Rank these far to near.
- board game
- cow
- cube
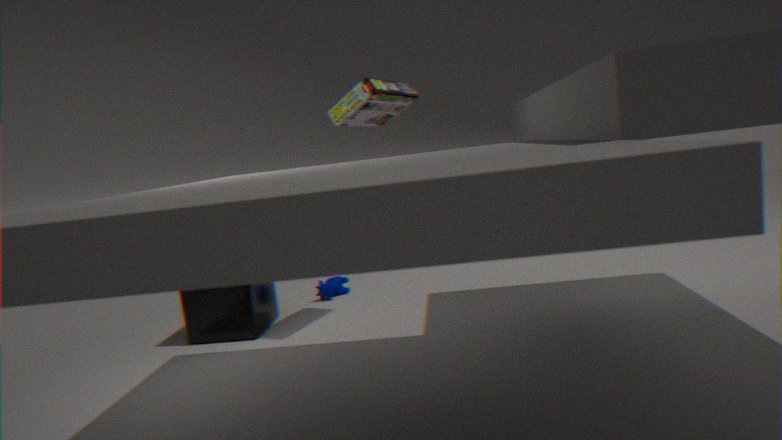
cow, cube, board game
